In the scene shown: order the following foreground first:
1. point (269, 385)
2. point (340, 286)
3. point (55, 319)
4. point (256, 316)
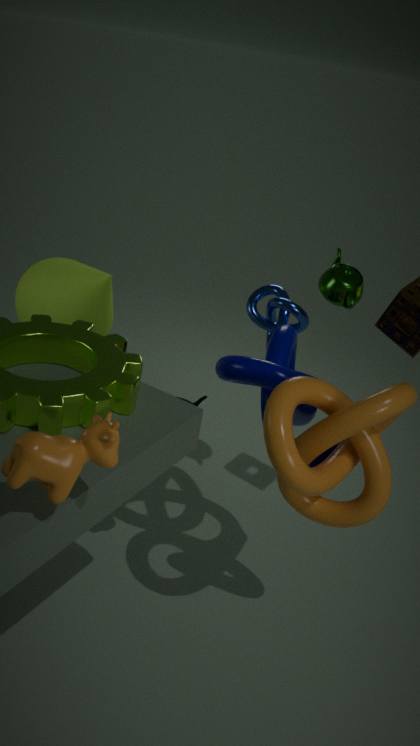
point (269, 385) < point (340, 286) < point (256, 316) < point (55, 319)
